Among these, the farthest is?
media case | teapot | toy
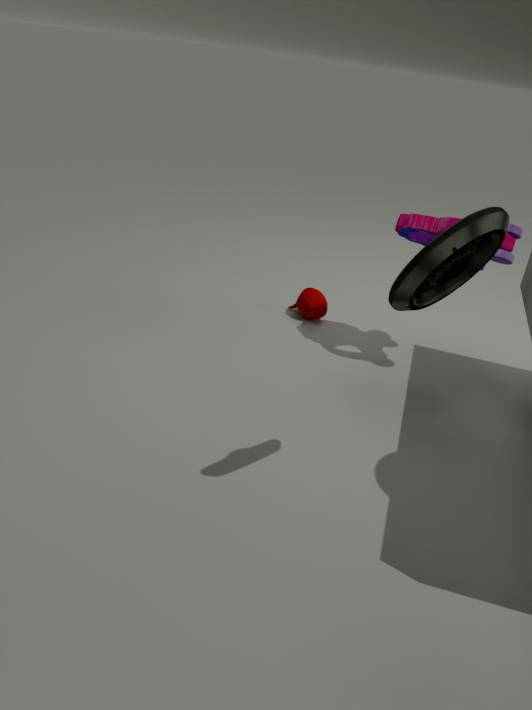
teapot
